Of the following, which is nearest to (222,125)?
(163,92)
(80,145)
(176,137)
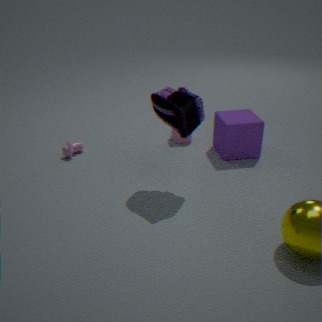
(176,137)
